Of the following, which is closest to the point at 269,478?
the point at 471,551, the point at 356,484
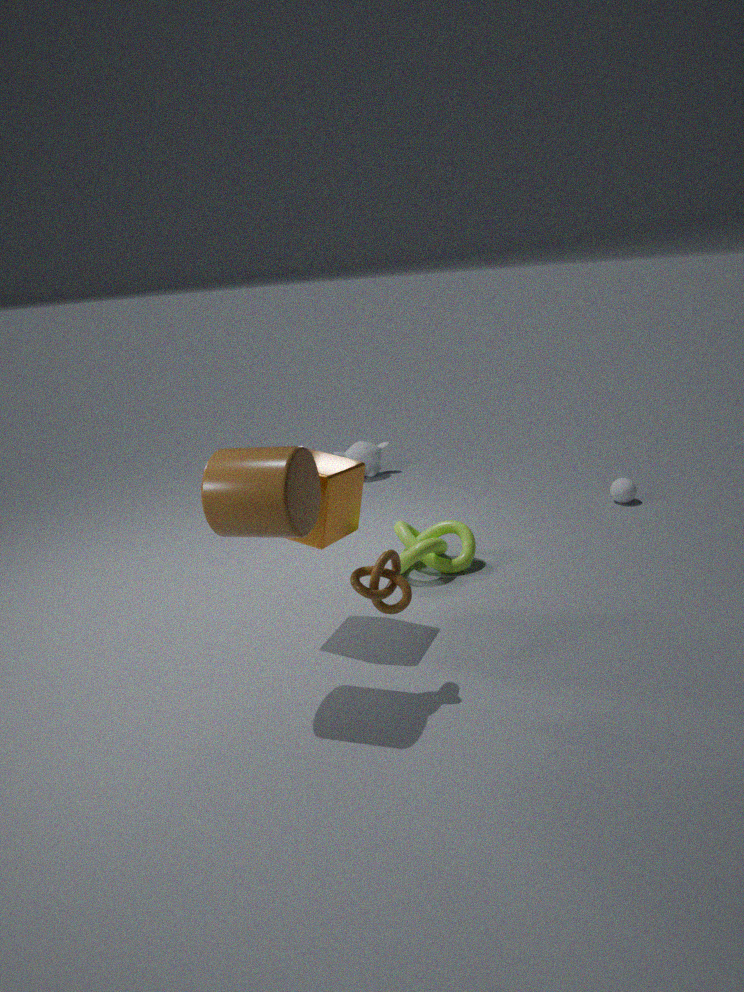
the point at 356,484
